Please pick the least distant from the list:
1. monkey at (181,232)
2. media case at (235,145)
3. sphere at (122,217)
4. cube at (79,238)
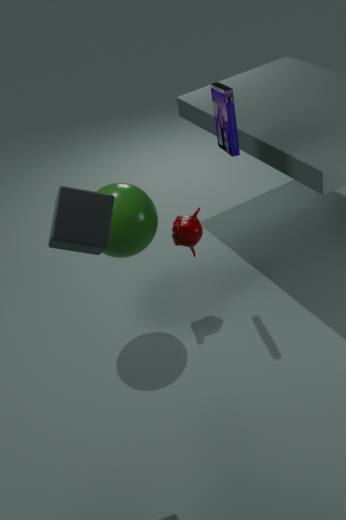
cube at (79,238)
